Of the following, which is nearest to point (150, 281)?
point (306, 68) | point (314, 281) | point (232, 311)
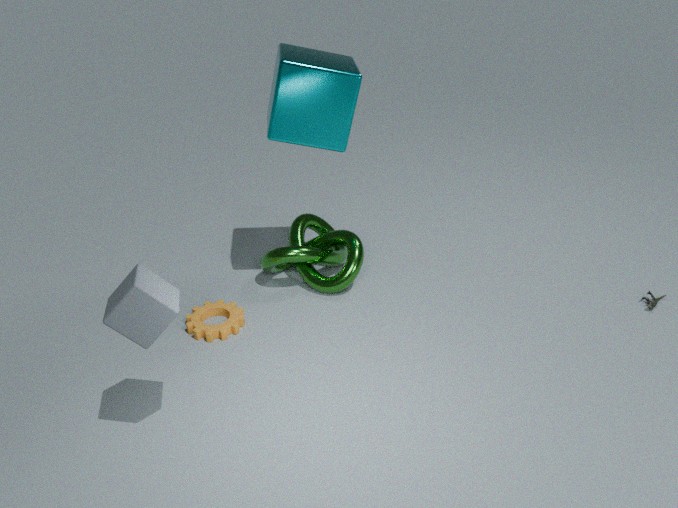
point (232, 311)
